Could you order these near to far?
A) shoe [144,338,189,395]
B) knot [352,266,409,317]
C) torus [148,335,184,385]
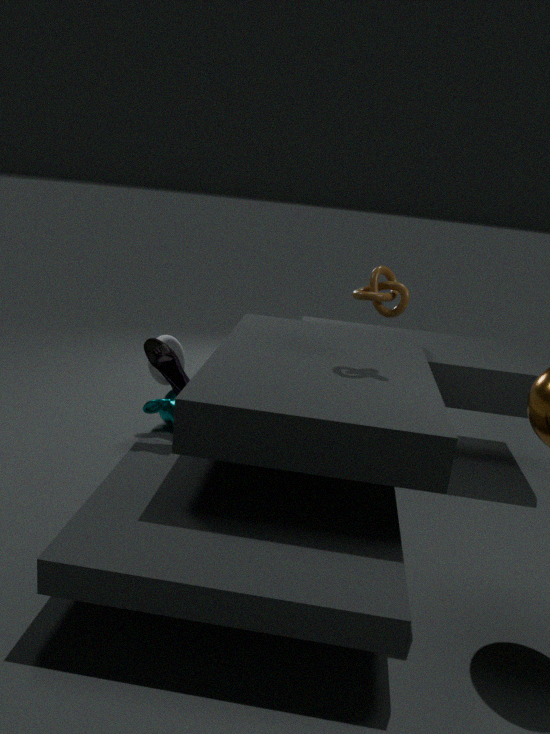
shoe [144,338,189,395], knot [352,266,409,317], torus [148,335,184,385]
